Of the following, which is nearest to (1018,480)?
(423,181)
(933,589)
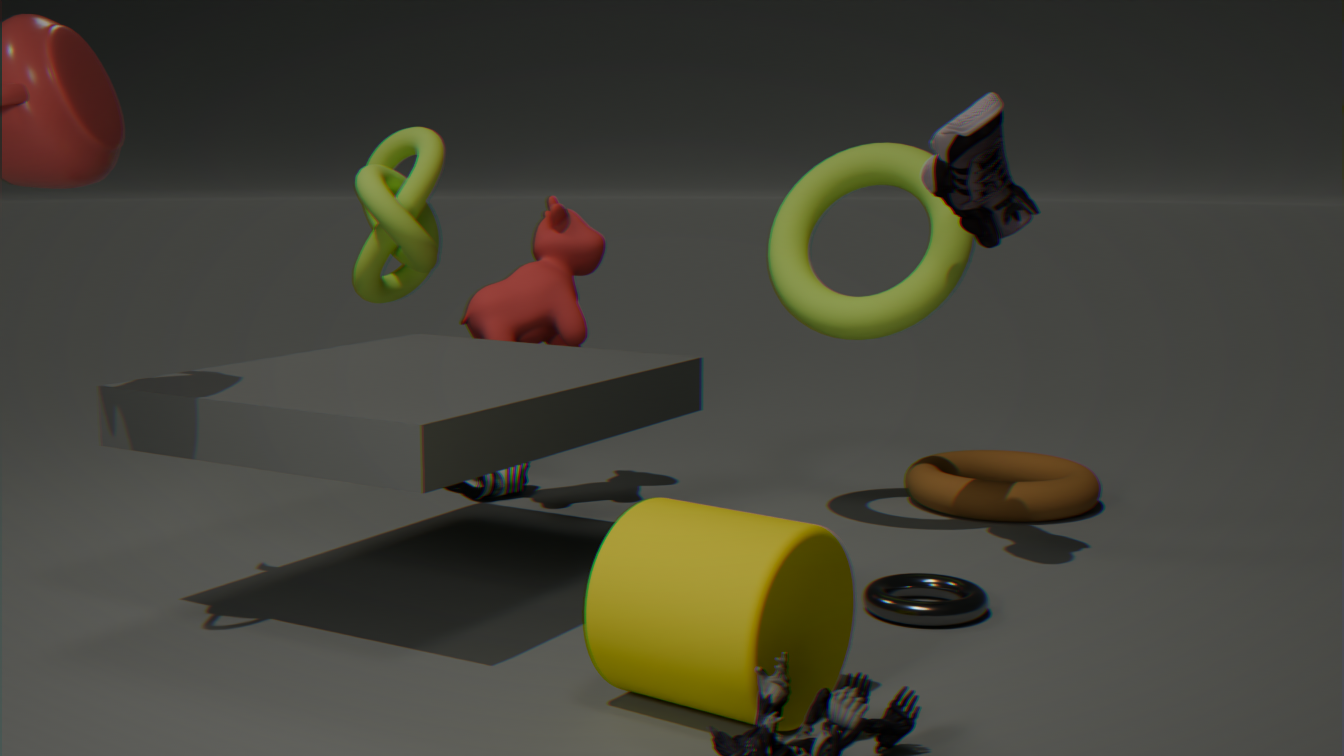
(933,589)
